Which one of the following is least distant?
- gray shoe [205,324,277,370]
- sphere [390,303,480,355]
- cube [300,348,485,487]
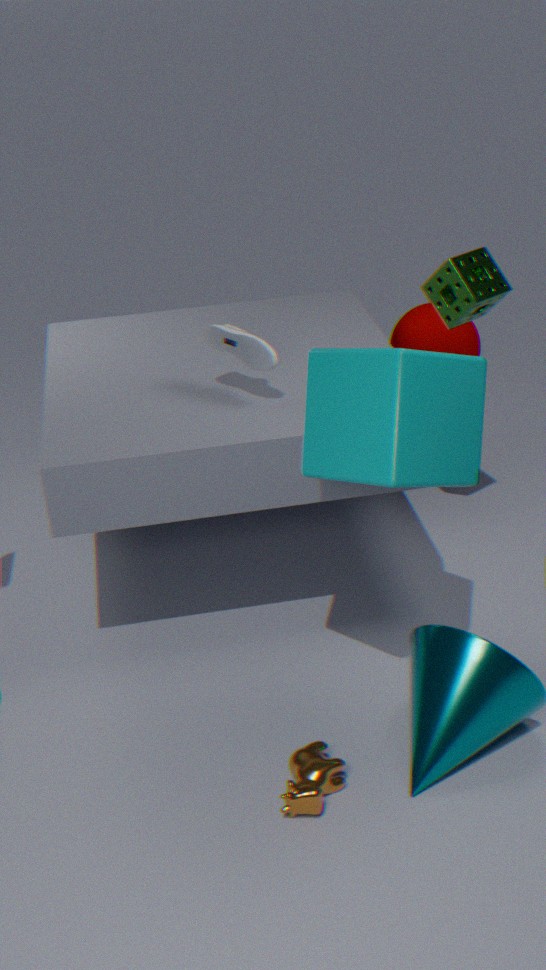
cube [300,348,485,487]
